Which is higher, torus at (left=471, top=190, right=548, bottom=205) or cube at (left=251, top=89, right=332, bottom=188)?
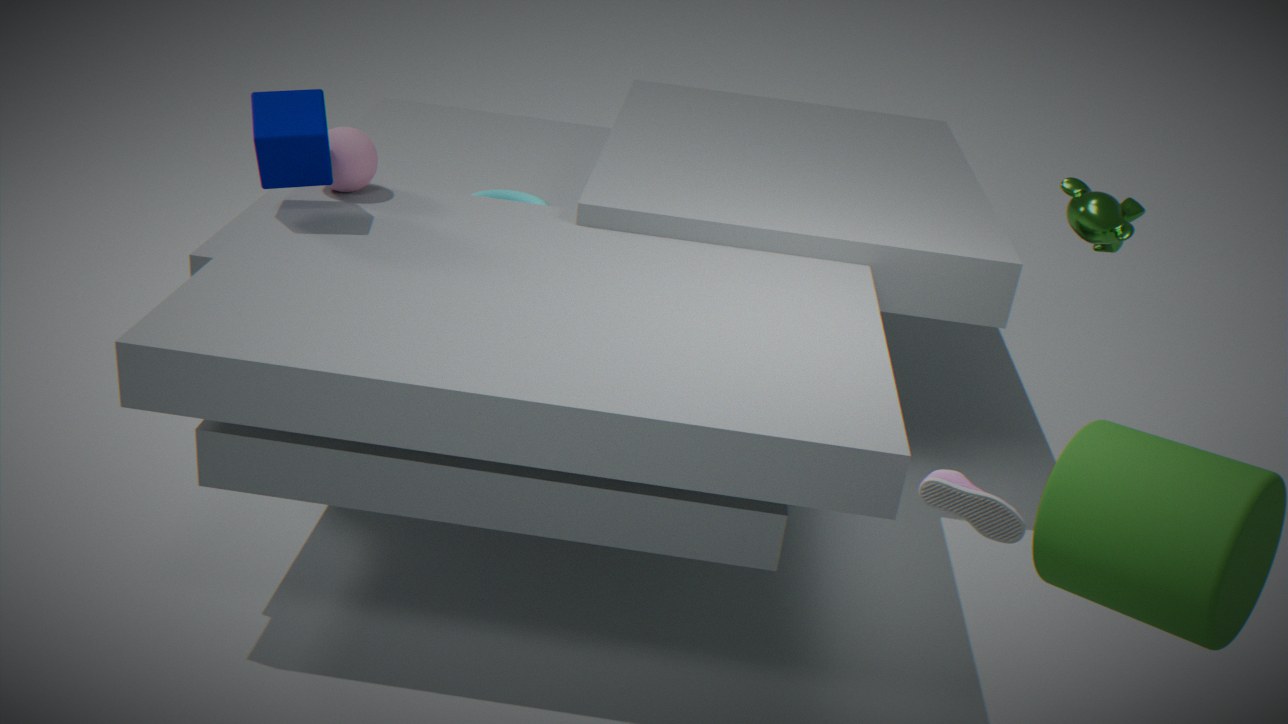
cube at (left=251, top=89, right=332, bottom=188)
